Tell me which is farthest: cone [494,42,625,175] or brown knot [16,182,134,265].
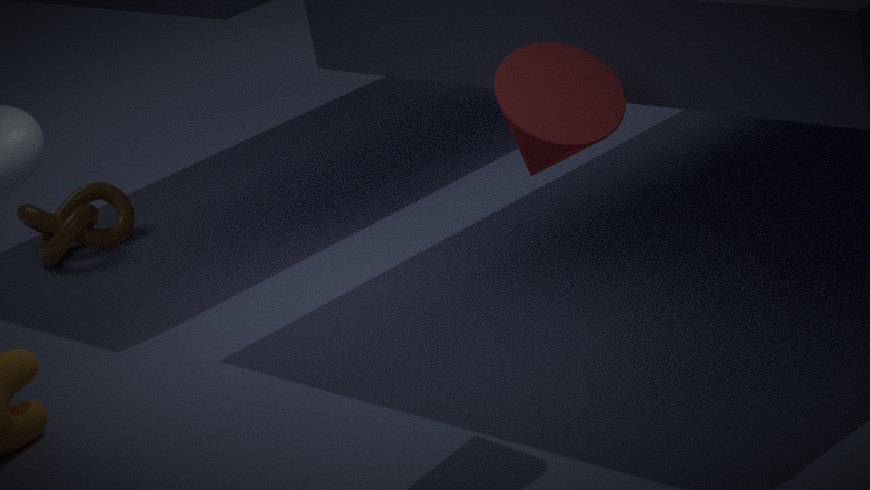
brown knot [16,182,134,265]
